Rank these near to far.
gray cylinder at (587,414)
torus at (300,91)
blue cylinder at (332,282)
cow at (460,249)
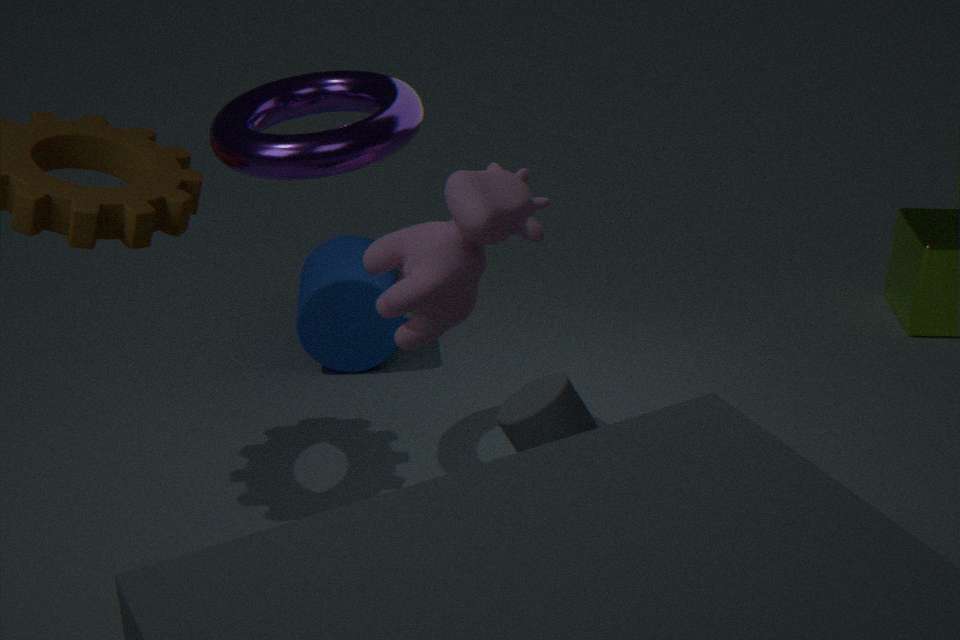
gray cylinder at (587,414), cow at (460,249), torus at (300,91), blue cylinder at (332,282)
